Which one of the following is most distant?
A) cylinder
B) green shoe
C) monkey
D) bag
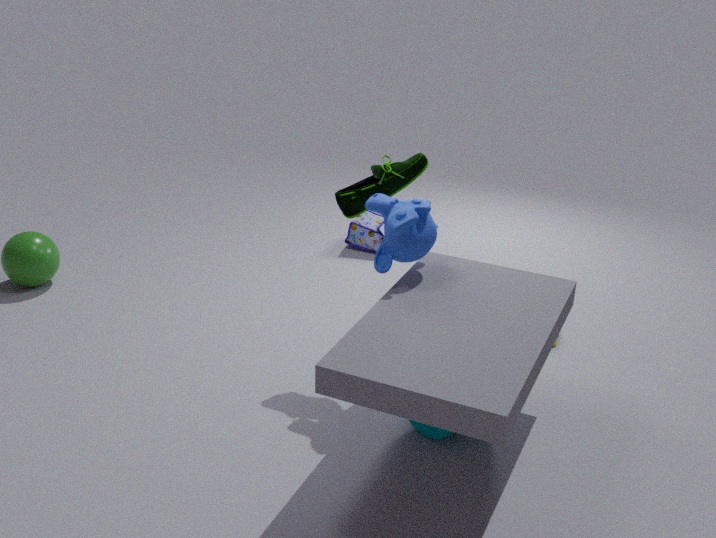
D. bag
